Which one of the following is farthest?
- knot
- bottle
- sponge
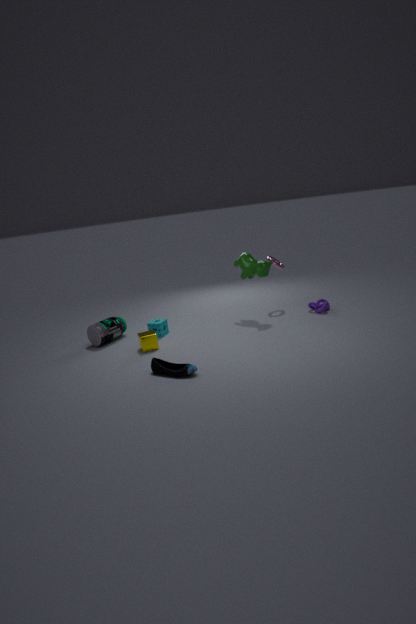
knot
